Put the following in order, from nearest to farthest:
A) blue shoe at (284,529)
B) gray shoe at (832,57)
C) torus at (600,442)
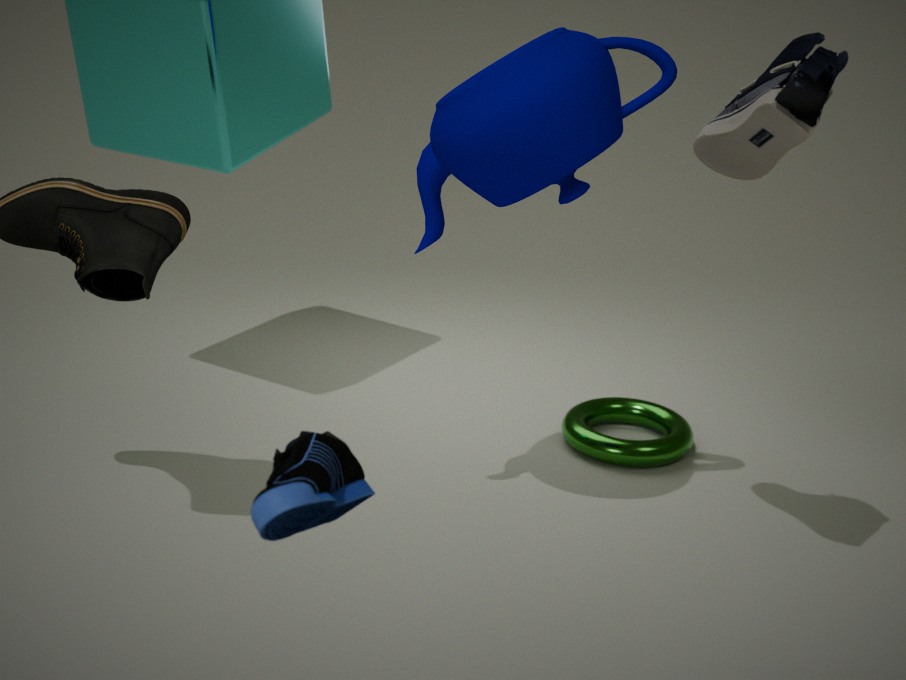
blue shoe at (284,529) < gray shoe at (832,57) < torus at (600,442)
